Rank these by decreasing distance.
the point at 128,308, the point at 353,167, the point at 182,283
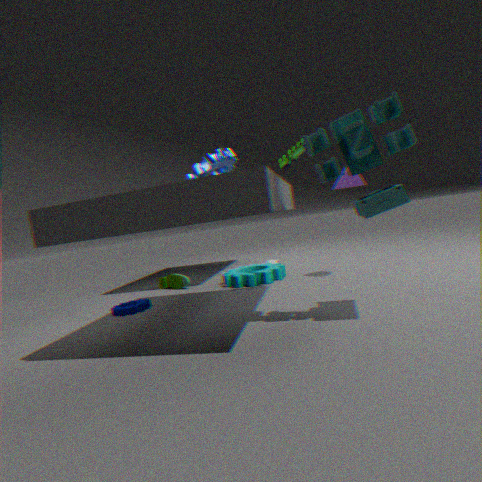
the point at 182,283 < the point at 128,308 < the point at 353,167
